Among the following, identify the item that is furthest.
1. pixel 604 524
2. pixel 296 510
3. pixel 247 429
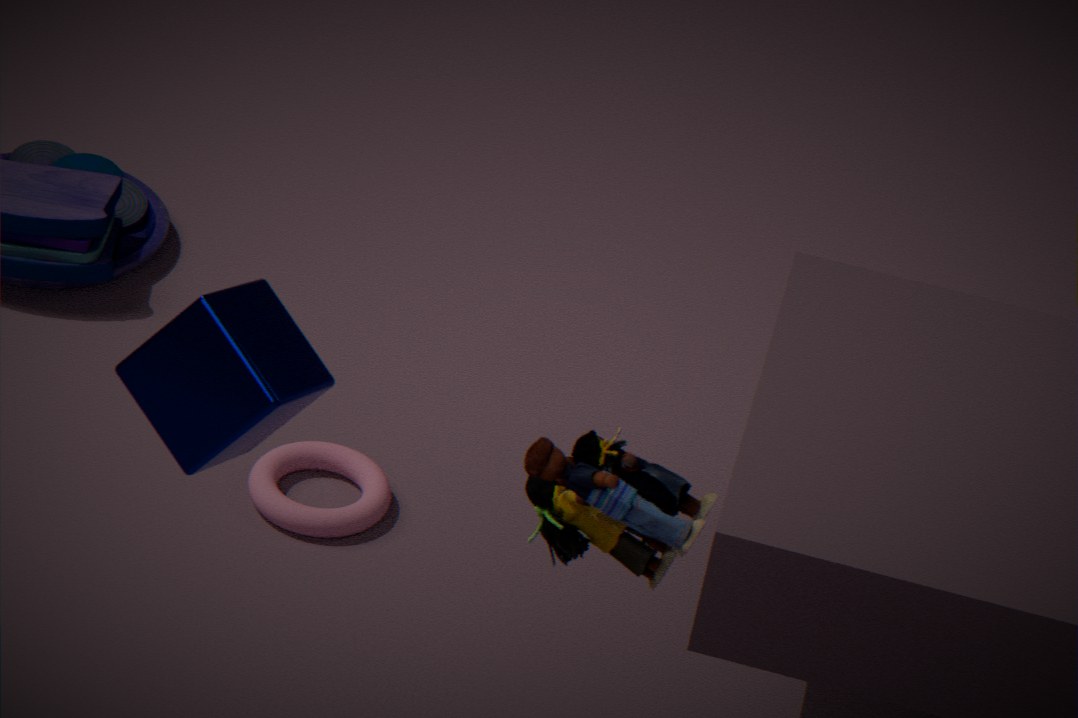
pixel 296 510
